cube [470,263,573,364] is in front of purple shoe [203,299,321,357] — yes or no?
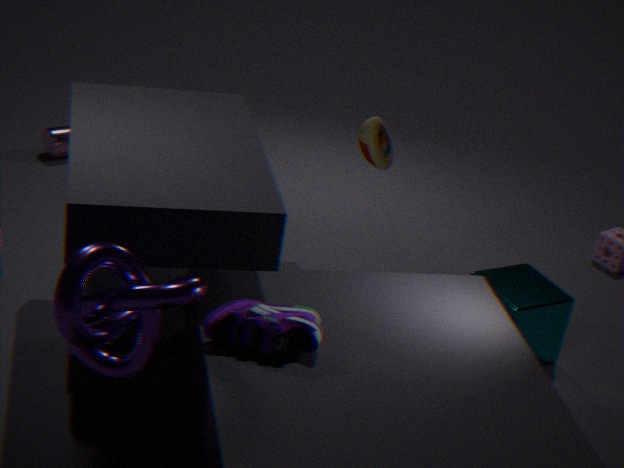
No
